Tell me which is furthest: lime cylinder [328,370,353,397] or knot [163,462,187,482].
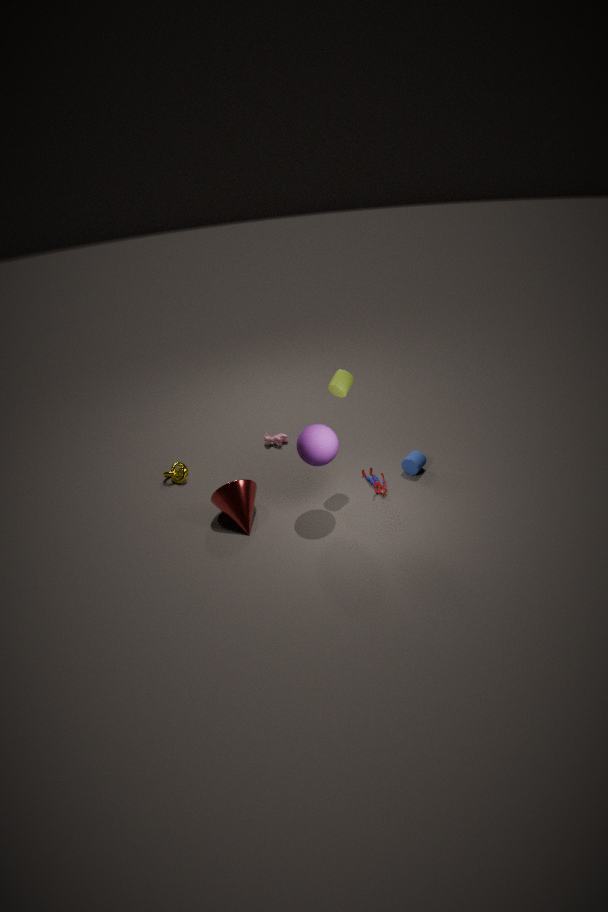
knot [163,462,187,482]
